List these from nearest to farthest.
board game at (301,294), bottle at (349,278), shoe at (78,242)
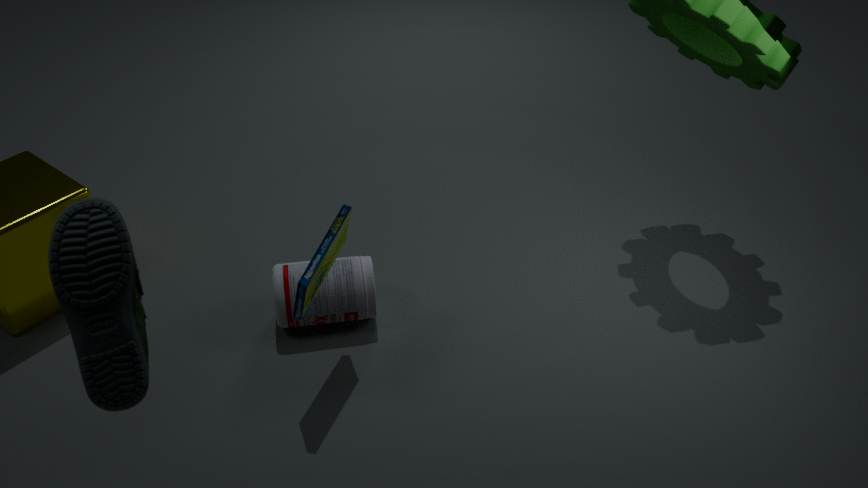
shoe at (78,242) < board game at (301,294) < bottle at (349,278)
